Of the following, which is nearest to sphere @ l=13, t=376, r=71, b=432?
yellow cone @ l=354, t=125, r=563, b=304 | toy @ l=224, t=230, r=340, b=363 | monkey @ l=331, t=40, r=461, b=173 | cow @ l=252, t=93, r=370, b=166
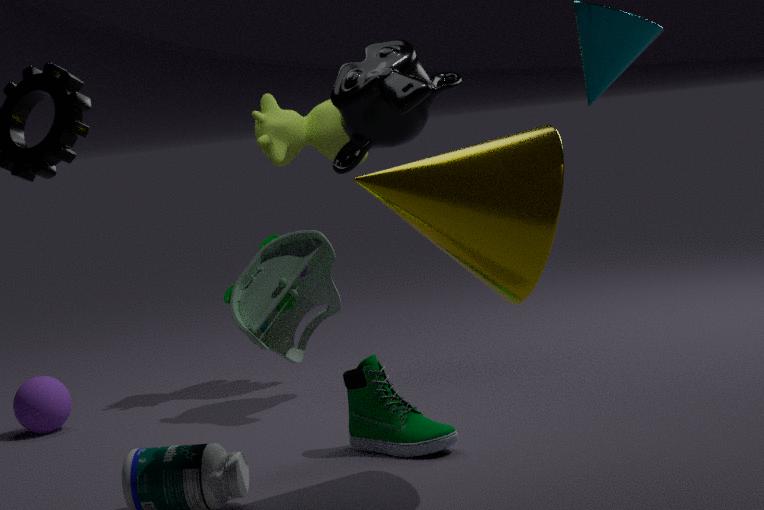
cow @ l=252, t=93, r=370, b=166
